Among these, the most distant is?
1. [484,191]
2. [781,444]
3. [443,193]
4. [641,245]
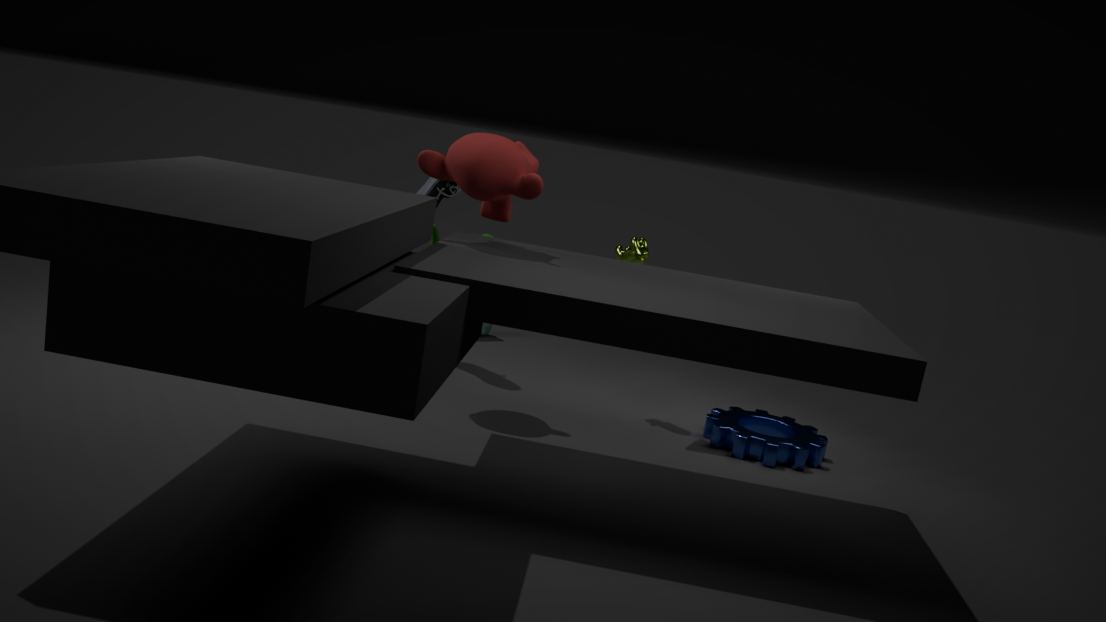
[443,193]
